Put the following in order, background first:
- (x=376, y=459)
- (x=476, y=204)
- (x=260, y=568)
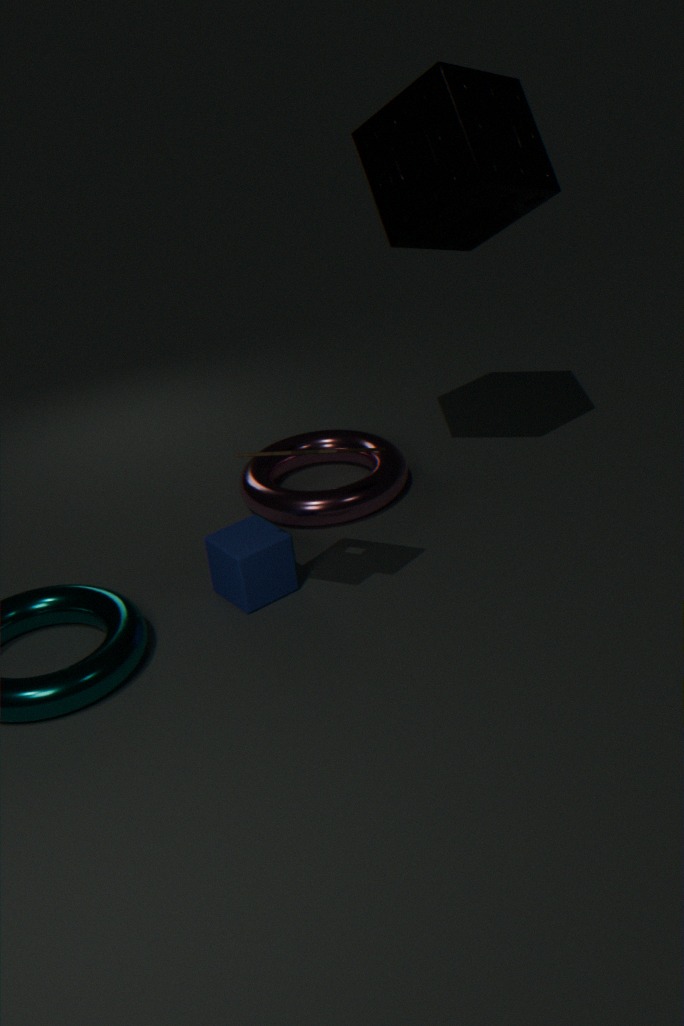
(x=376, y=459) < (x=476, y=204) < (x=260, y=568)
